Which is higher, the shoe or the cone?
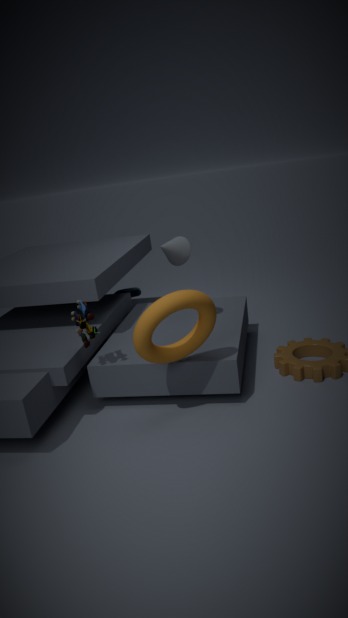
the cone
